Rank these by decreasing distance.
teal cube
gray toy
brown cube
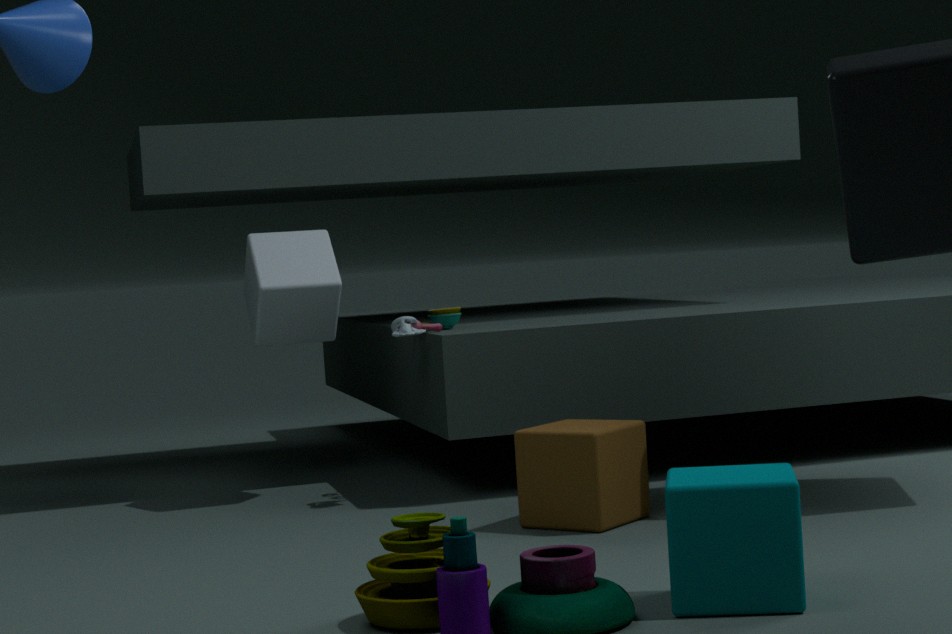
1. gray toy
2. brown cube
3. teal cube
